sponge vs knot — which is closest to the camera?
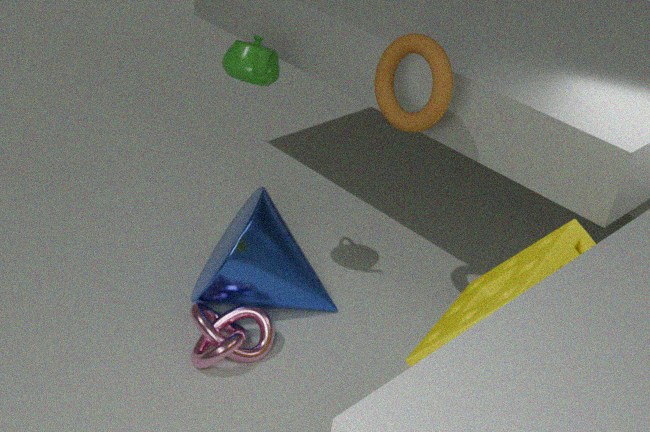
sponge
